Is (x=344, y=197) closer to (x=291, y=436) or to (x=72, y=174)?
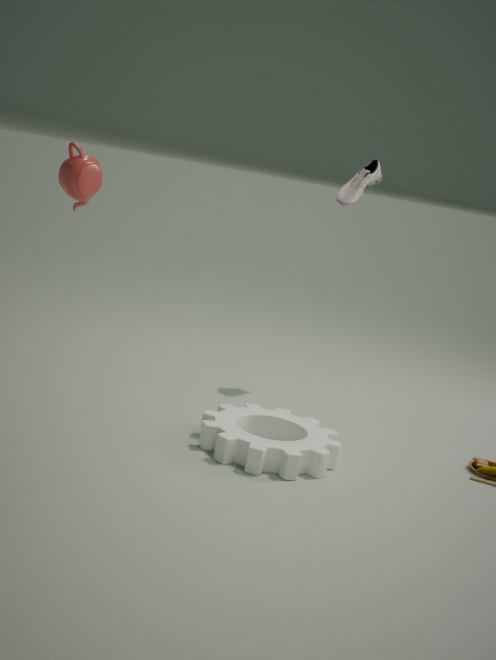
(x=291, y=436)
